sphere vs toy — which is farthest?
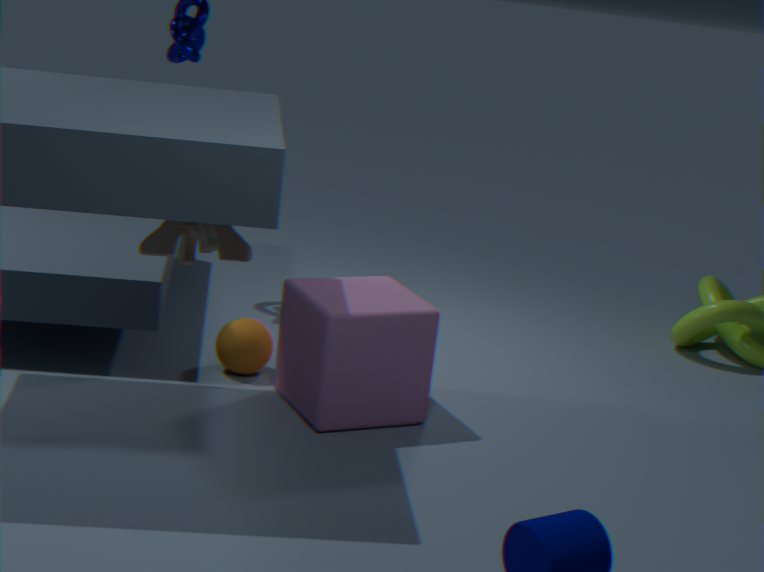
sphere
